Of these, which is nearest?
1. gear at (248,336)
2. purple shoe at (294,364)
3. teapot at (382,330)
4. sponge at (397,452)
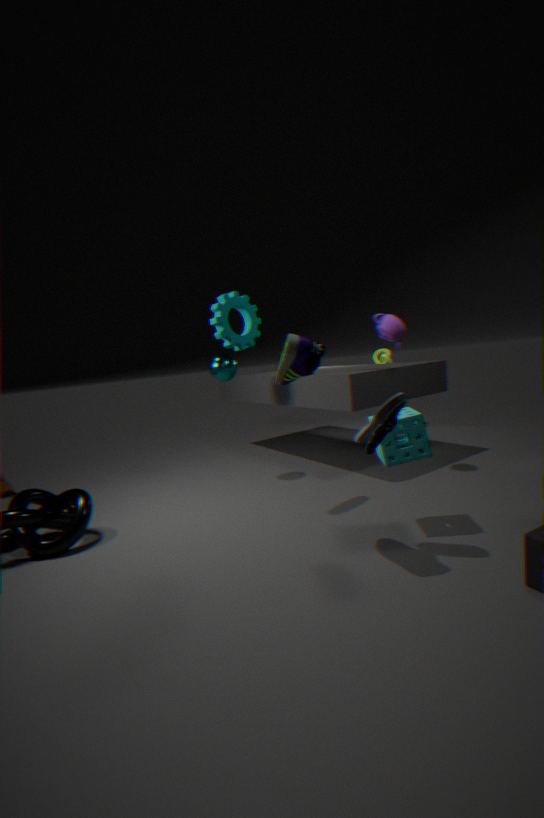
purple shoe at (294,364)
